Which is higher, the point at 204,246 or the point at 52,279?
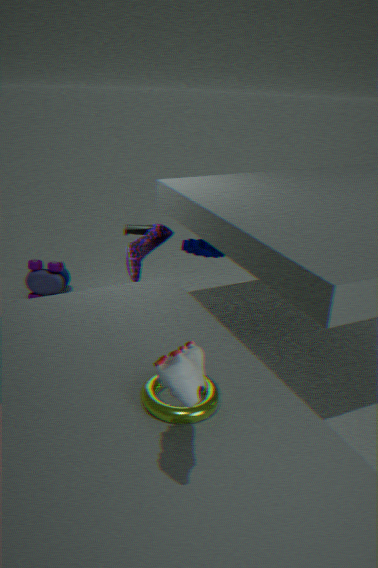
the point at 204,246
